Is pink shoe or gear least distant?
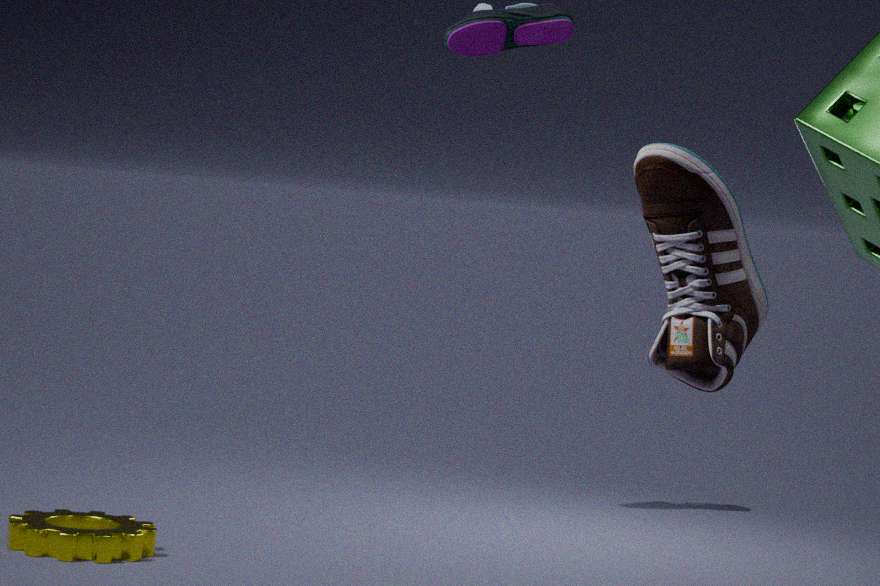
Answer: pink shoe
